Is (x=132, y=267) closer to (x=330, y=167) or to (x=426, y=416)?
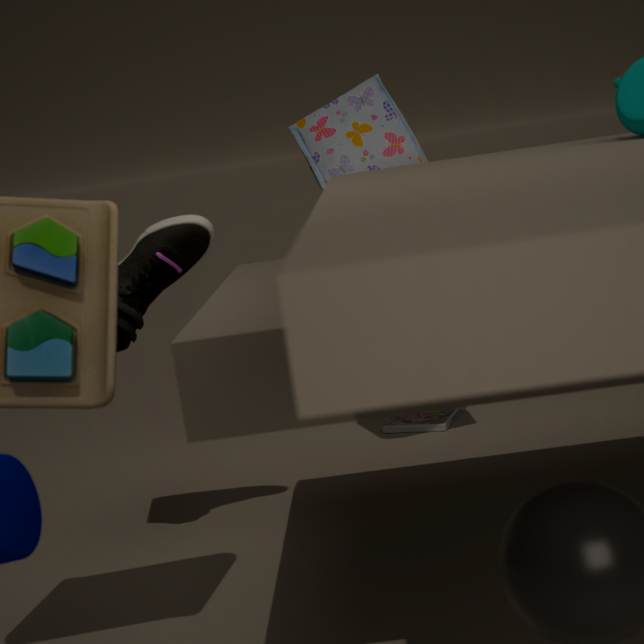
(x=330, y=167)
